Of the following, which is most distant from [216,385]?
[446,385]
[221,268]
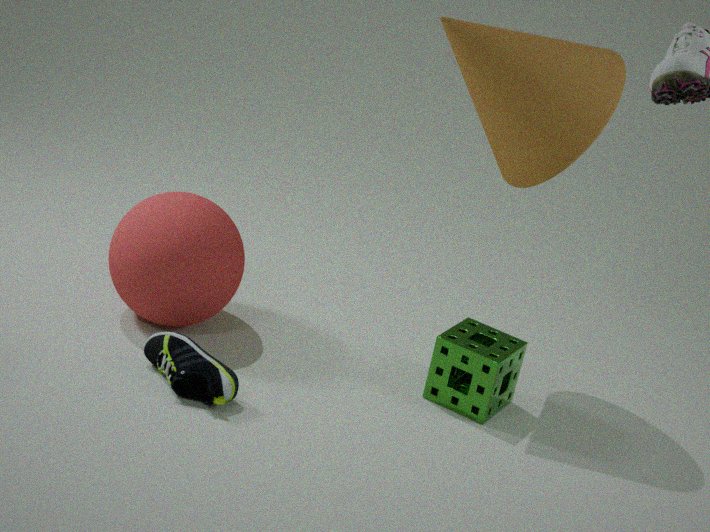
[446,385]
